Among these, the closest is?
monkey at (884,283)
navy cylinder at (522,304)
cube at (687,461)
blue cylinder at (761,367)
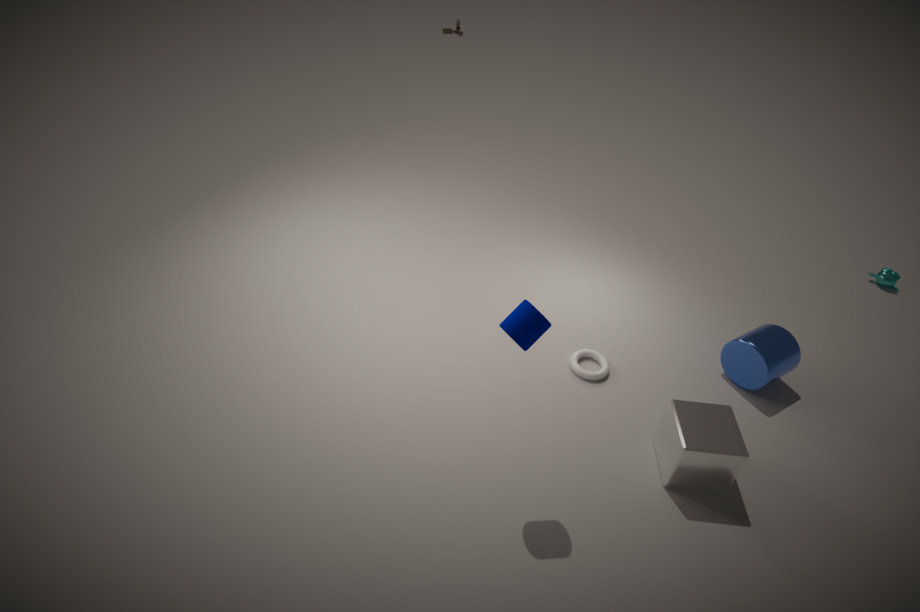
navy cylinder at (522,304)
